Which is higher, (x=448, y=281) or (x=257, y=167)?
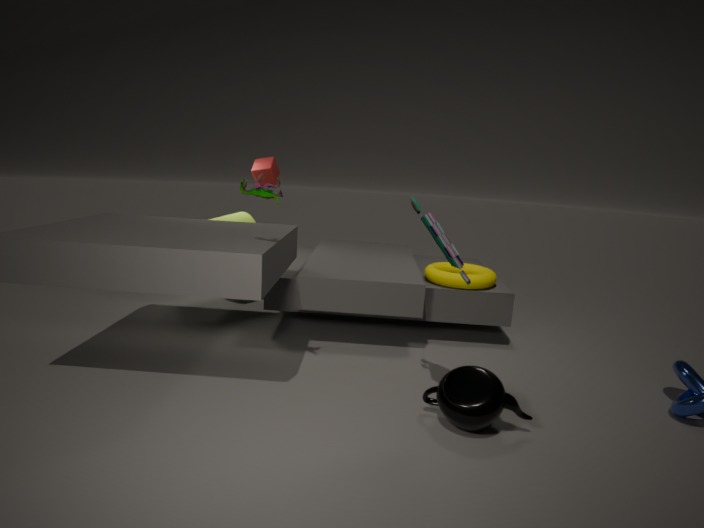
(x=257, y=167)
